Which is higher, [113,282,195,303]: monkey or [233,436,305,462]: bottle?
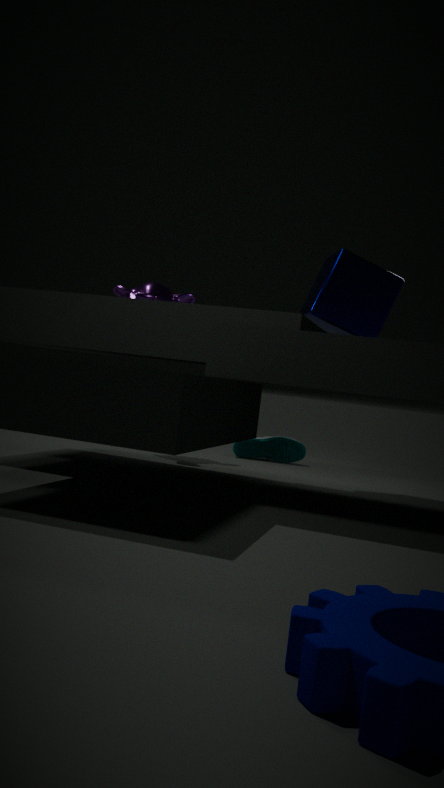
[113,282,195,303]: monkey
